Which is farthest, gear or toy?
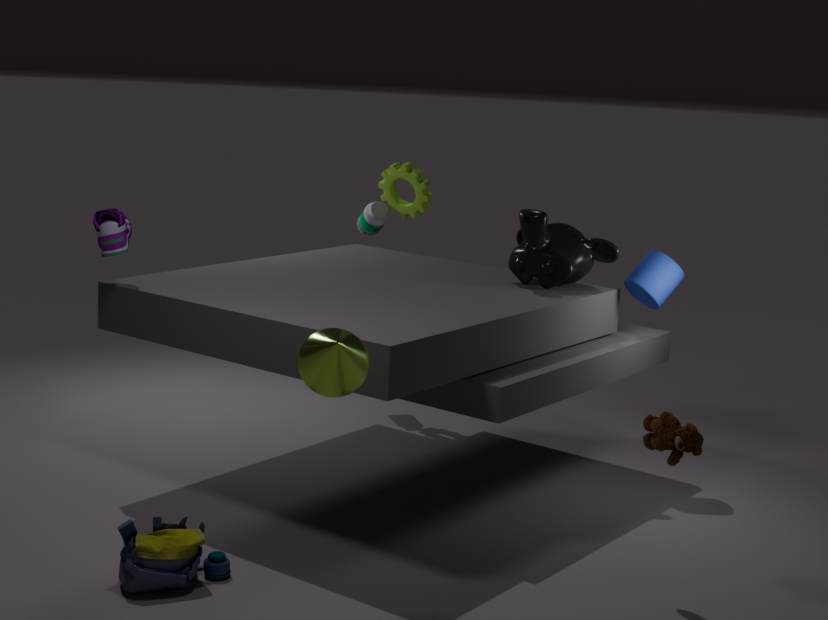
gear
